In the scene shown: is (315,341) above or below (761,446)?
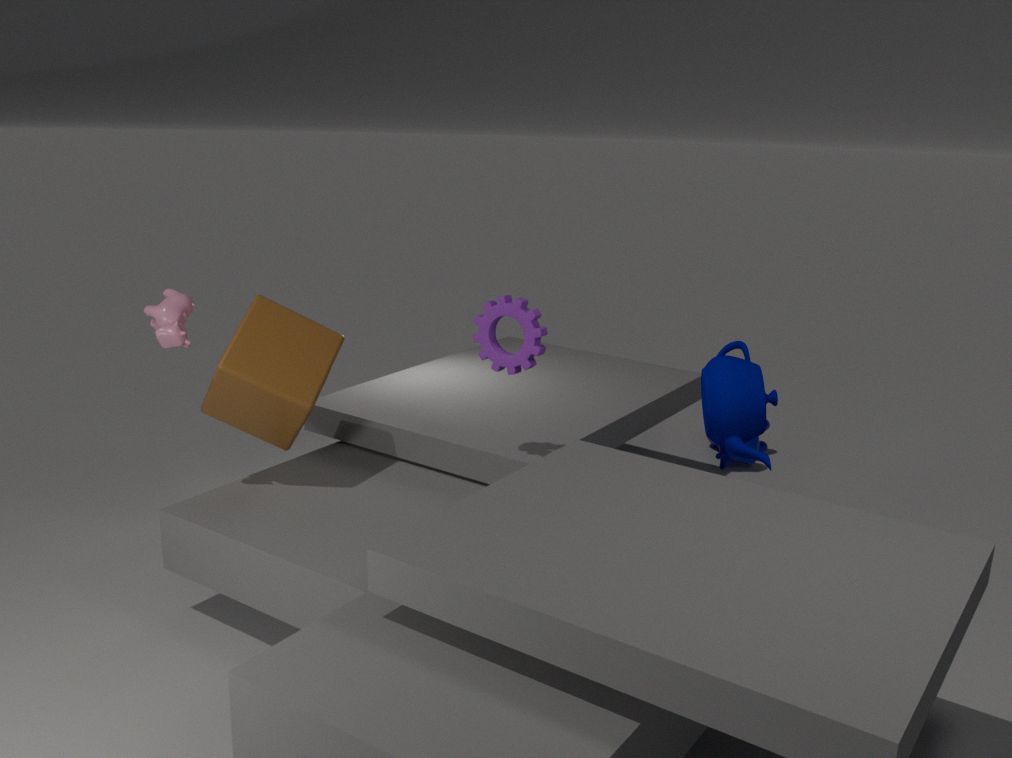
above
